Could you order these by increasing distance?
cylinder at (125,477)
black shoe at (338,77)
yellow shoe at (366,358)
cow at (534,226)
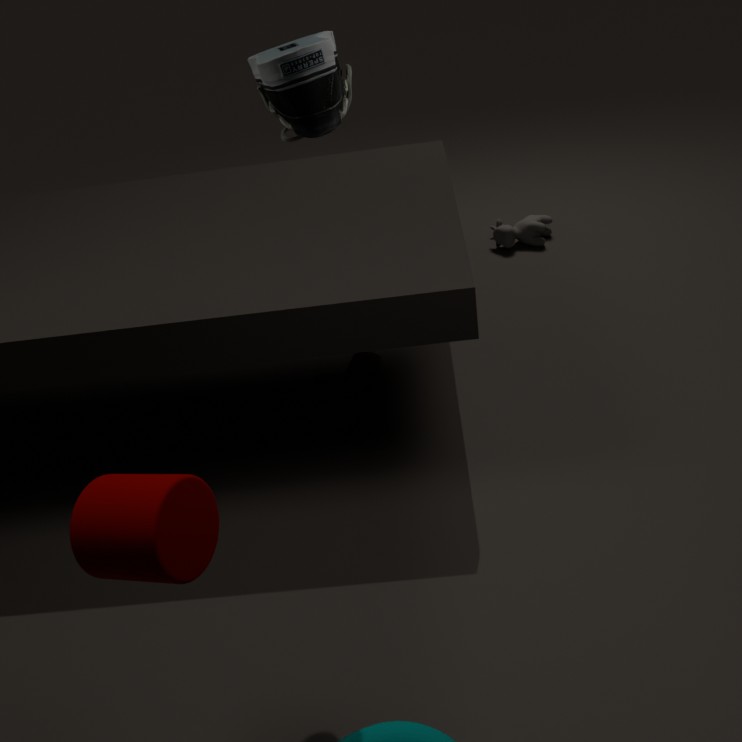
black shoe at (338,77)
cylinder at (125,477)
yellow shoe at (366,358)
cow at (534,226)
